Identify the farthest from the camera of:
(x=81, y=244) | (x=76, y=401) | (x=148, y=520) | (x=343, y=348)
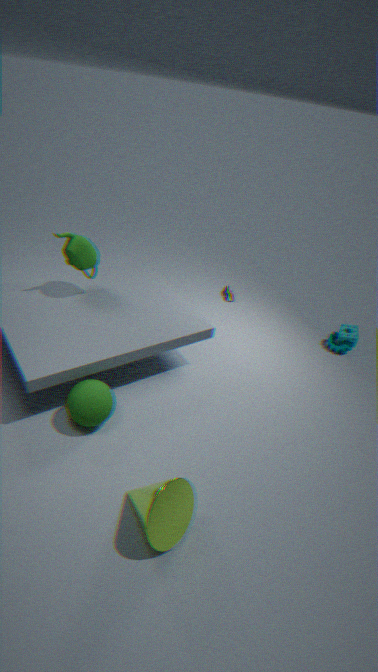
(x=343, y=348)
